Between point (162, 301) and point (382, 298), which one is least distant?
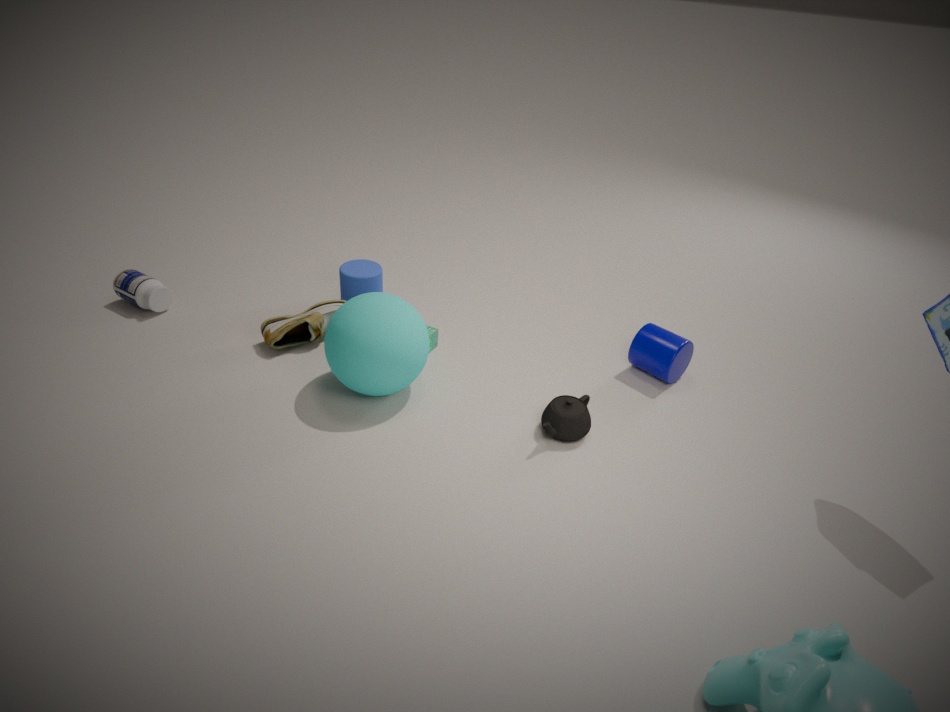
point (382, 298)
